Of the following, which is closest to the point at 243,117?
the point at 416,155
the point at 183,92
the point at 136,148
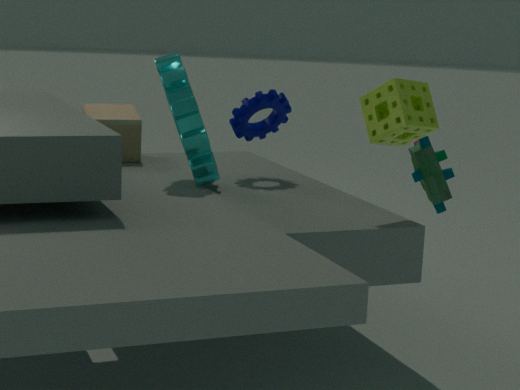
the point at 183,92
